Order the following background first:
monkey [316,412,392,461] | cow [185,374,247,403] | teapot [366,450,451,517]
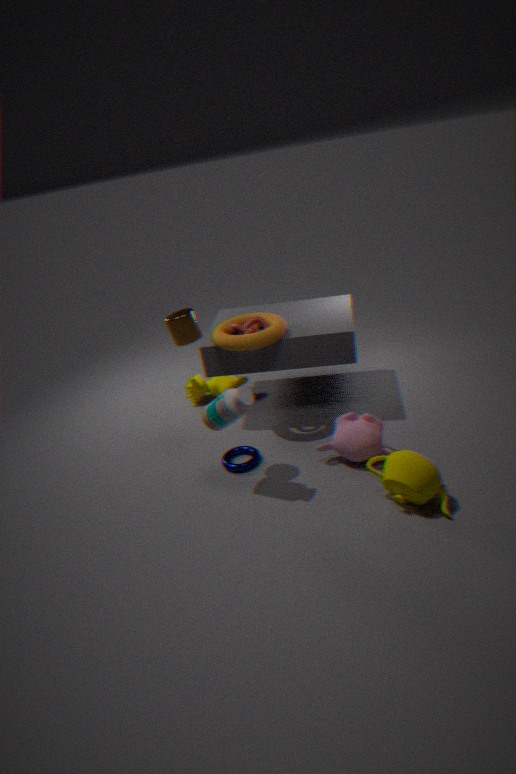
cow [185,374,247,403] → monkey [316,412,392,461] → teapot [366,450,451,517]
